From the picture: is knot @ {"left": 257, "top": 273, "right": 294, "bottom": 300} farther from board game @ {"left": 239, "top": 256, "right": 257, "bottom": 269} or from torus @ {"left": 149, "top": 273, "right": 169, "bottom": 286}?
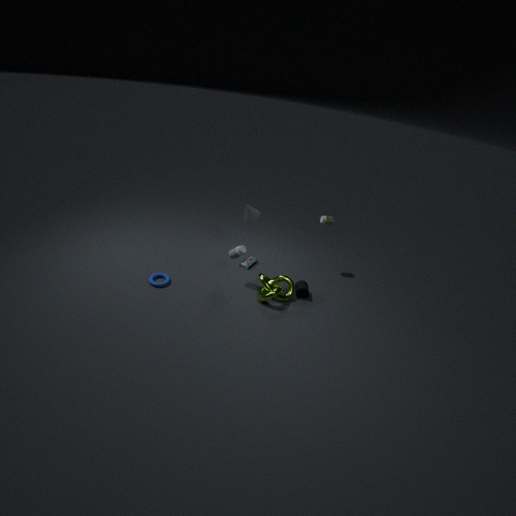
torus @ {"left": 149, "top": 273, "right": 169, "bottom": 286}
